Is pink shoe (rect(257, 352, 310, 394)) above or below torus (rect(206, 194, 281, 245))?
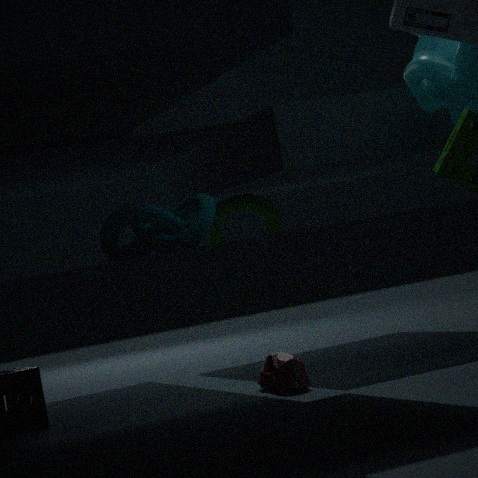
below
